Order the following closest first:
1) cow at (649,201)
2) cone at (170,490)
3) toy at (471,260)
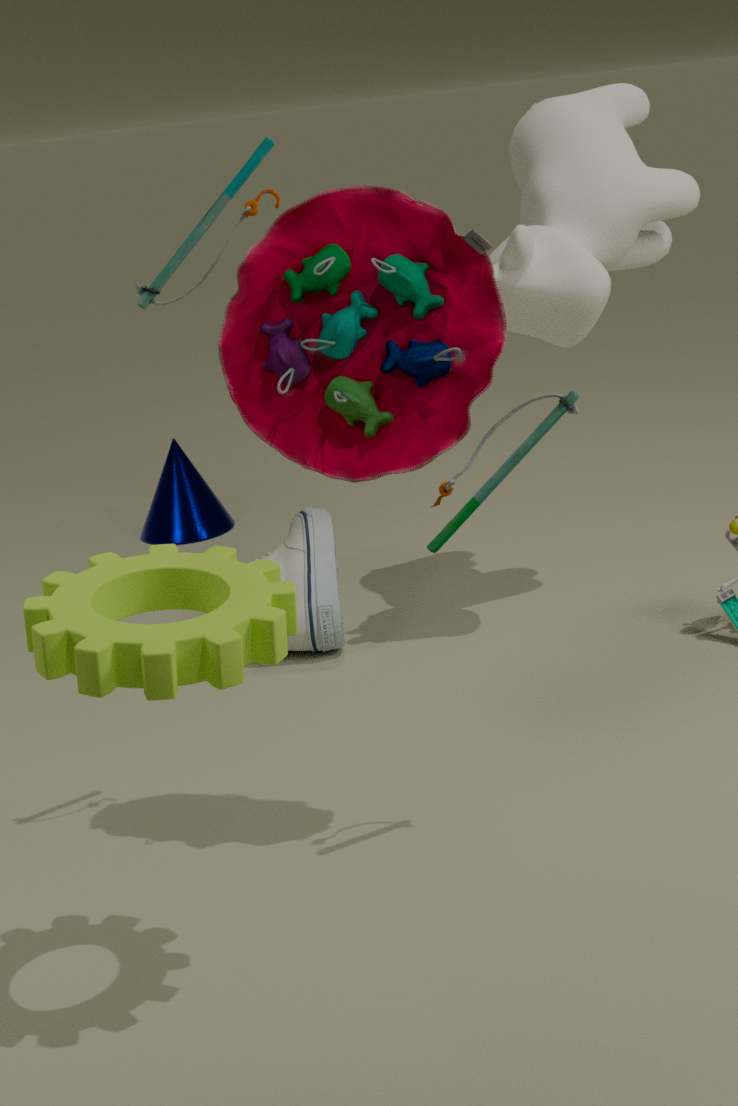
3. toy at (471,260)
1. cow at (649,201)
2. cone at (170,490)
